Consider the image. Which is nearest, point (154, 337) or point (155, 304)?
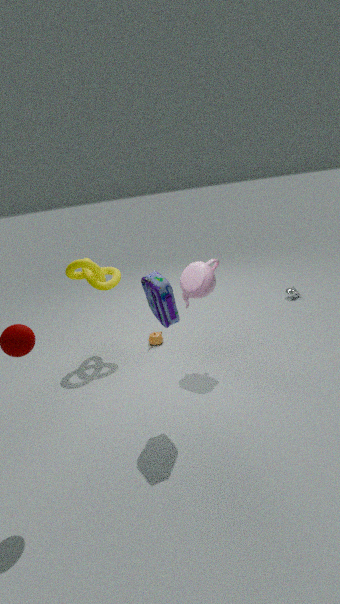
point (155, 304)
